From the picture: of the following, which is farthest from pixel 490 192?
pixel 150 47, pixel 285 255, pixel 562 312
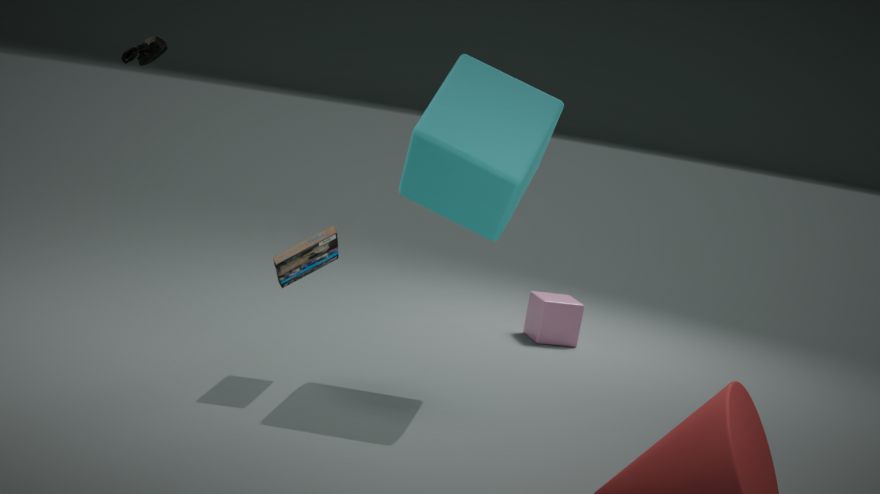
pixel 562 312
